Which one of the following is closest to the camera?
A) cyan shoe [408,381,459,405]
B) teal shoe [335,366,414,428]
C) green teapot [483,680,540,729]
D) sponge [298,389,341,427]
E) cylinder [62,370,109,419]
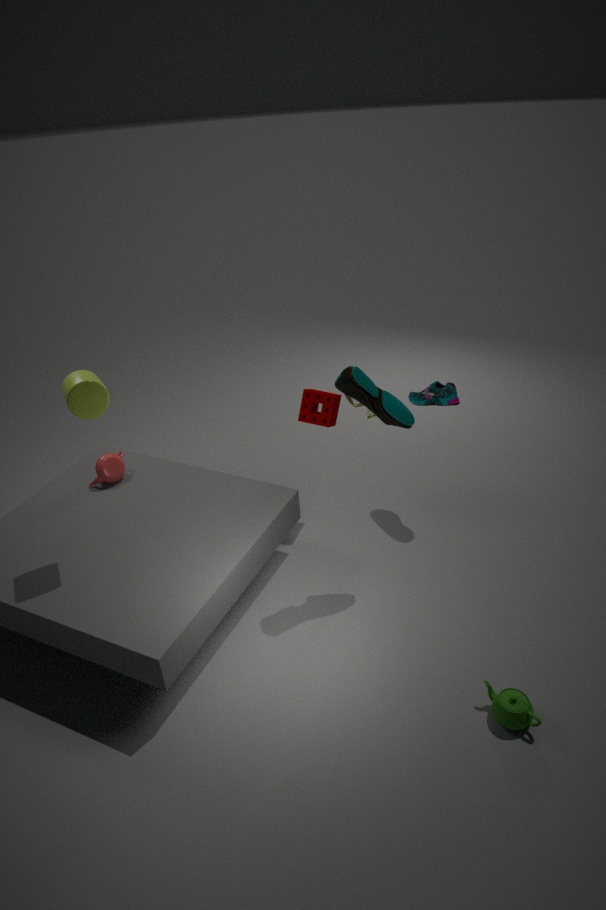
green teapot [483,680,540,729]
